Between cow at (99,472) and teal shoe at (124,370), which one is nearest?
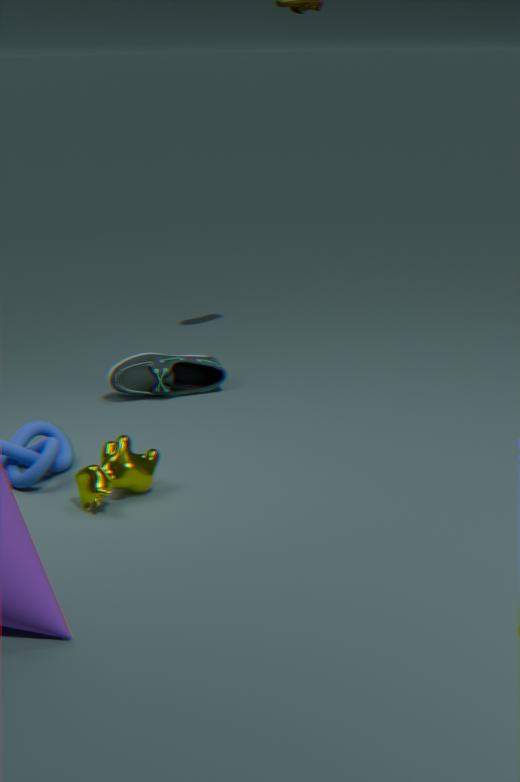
cow at (99,472)
